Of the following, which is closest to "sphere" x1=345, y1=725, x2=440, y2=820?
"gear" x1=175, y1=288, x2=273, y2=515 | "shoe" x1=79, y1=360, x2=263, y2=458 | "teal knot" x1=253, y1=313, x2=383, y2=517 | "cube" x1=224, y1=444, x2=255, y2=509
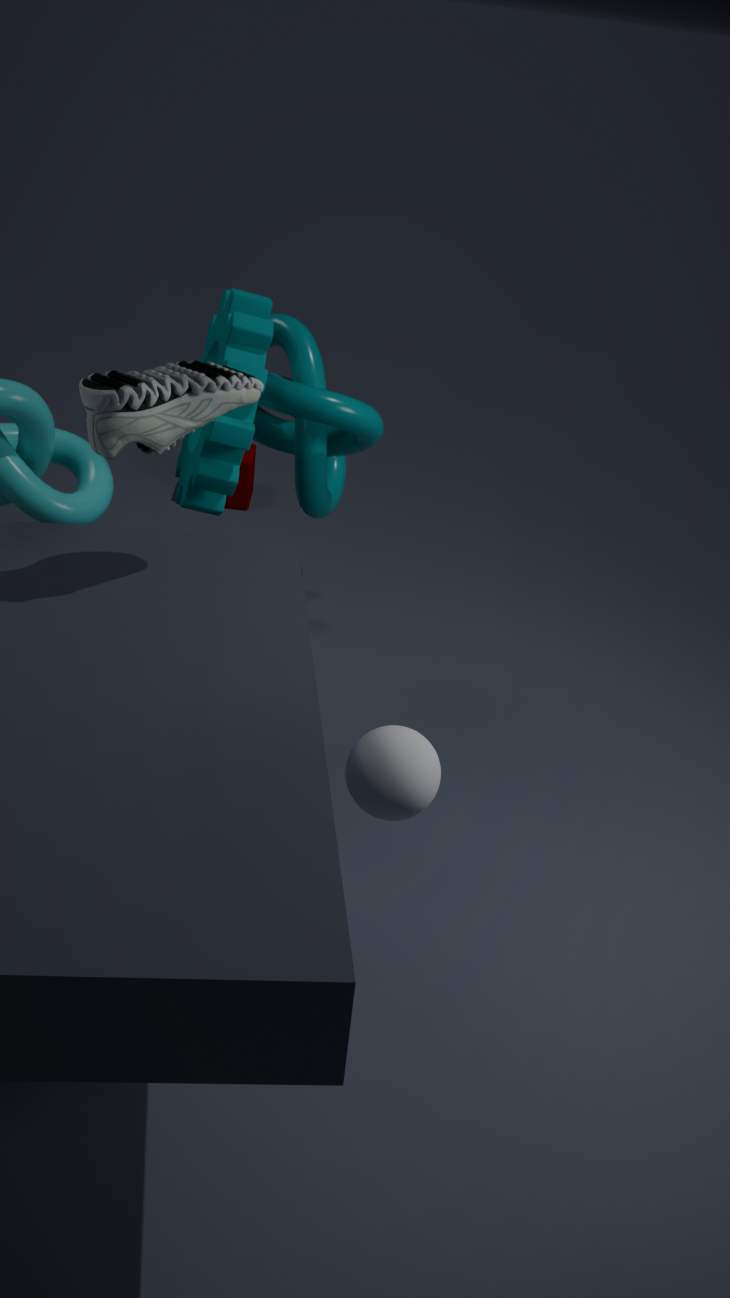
"shoe" x1=79, y1=360, x2=263, y2=458
